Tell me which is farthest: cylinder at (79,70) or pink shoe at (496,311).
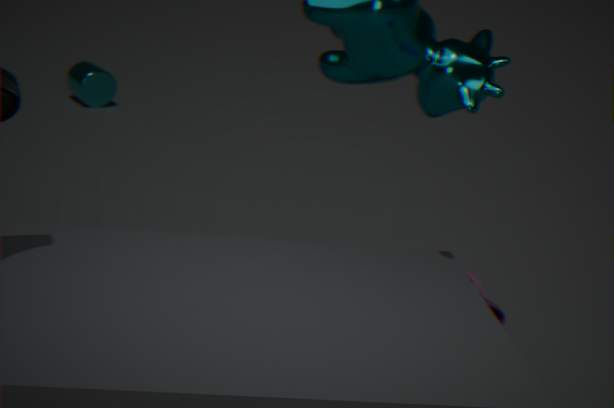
cylinder at (79,70)
